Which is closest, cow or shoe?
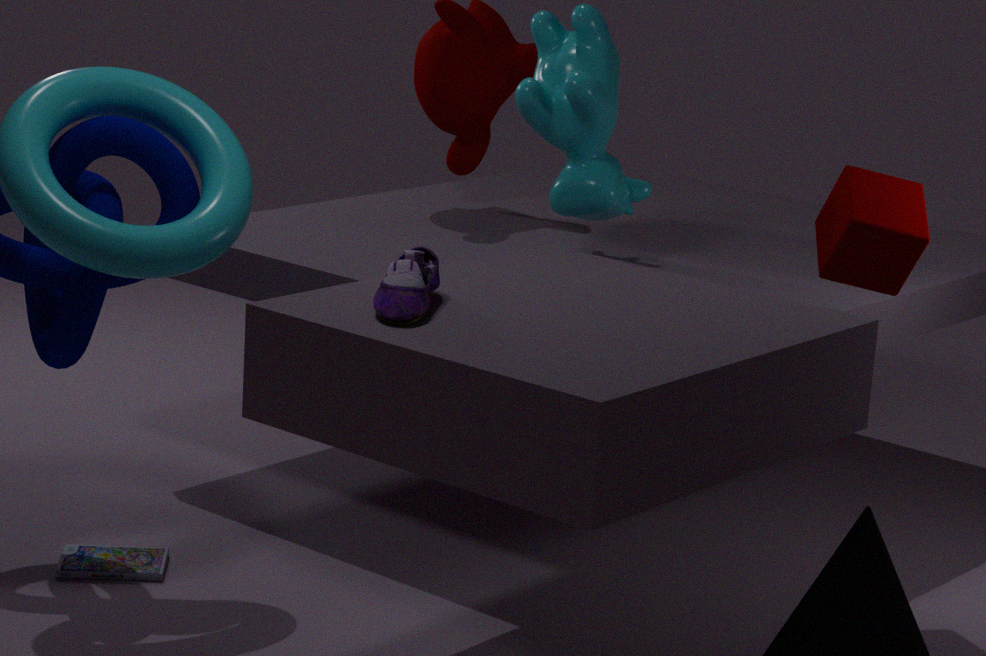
shoe
